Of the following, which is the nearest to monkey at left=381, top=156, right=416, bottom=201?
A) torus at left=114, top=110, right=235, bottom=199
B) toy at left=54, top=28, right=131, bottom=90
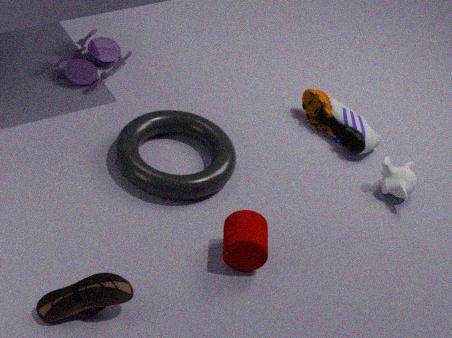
torus at left=114, top=110, right=235, bottom=199
